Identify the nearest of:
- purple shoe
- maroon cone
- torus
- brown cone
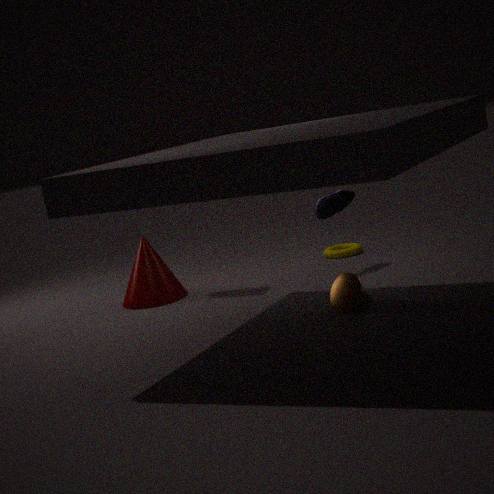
brown cone
